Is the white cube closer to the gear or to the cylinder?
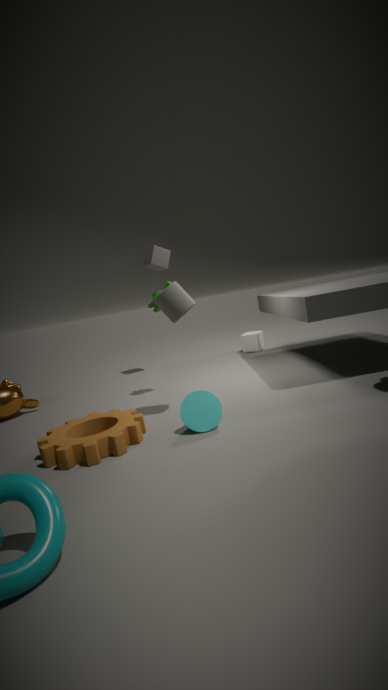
the cylinder
